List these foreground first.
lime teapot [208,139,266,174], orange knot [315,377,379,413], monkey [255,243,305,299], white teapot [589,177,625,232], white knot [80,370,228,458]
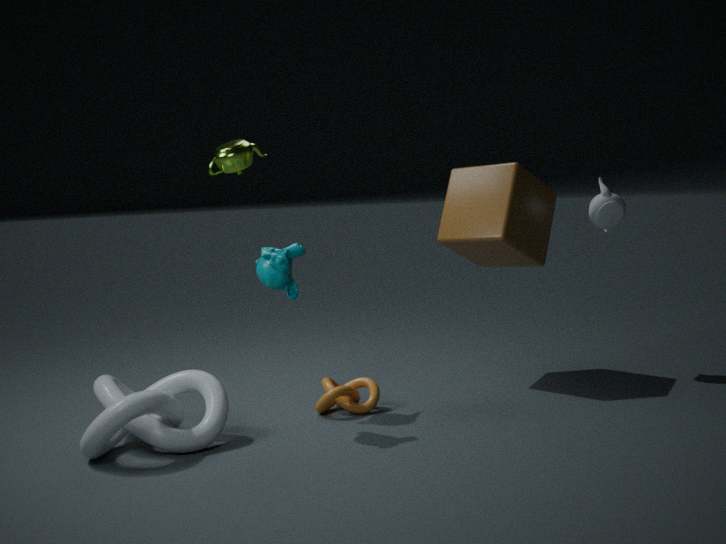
white knot [80,370,228,458] < monkey [255,243,305,299] < orange knot [315,377,379,413] < lime teapot [208,139,266,174] < white teapot [589,177,625,232]
